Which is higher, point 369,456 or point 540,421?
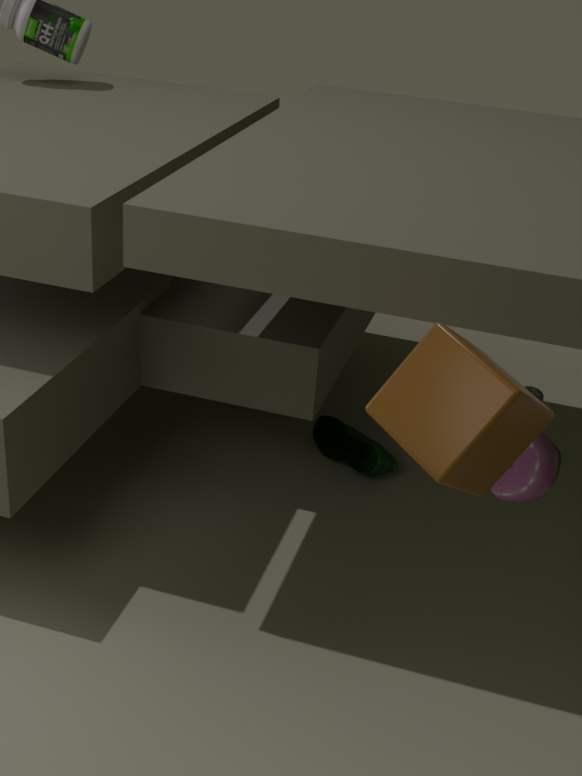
point 540,421
